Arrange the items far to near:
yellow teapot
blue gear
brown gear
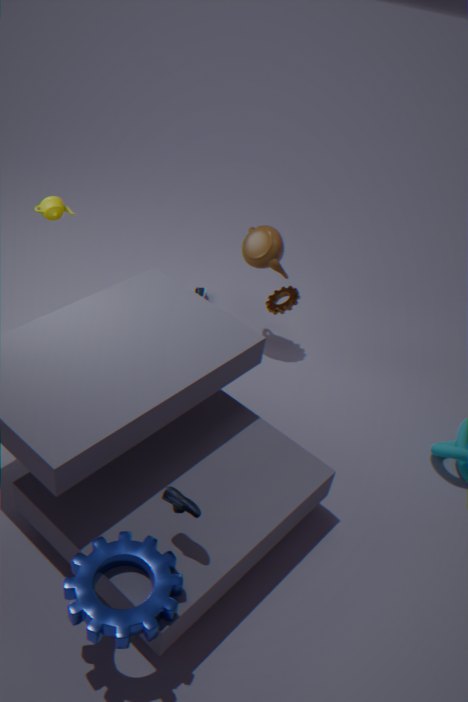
brown gear
yellow teapot
blue gear
